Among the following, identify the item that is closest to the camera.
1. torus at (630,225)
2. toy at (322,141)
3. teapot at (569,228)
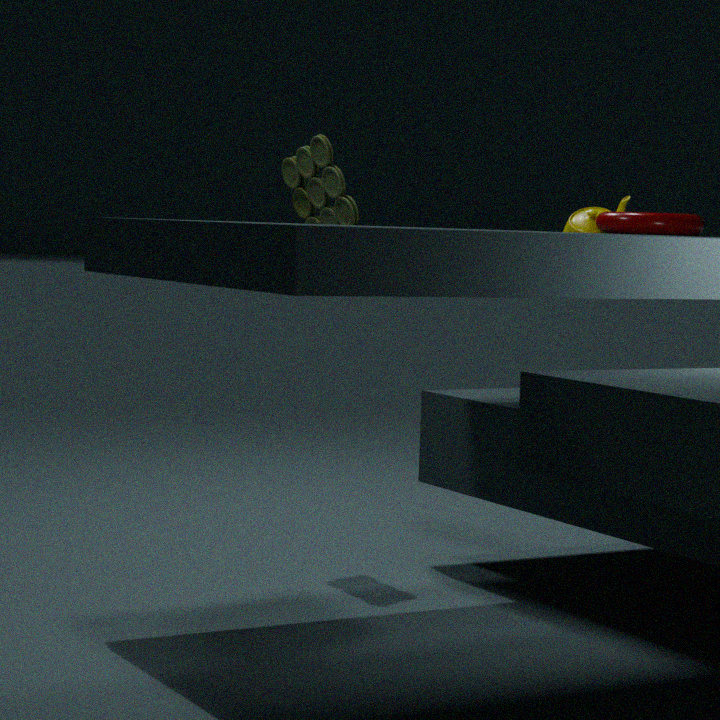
toy at (322,141)
